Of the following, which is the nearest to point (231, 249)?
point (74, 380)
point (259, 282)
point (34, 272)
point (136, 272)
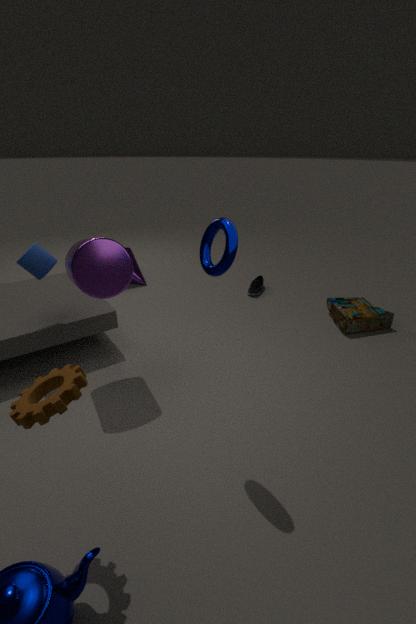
point (74, 380)
